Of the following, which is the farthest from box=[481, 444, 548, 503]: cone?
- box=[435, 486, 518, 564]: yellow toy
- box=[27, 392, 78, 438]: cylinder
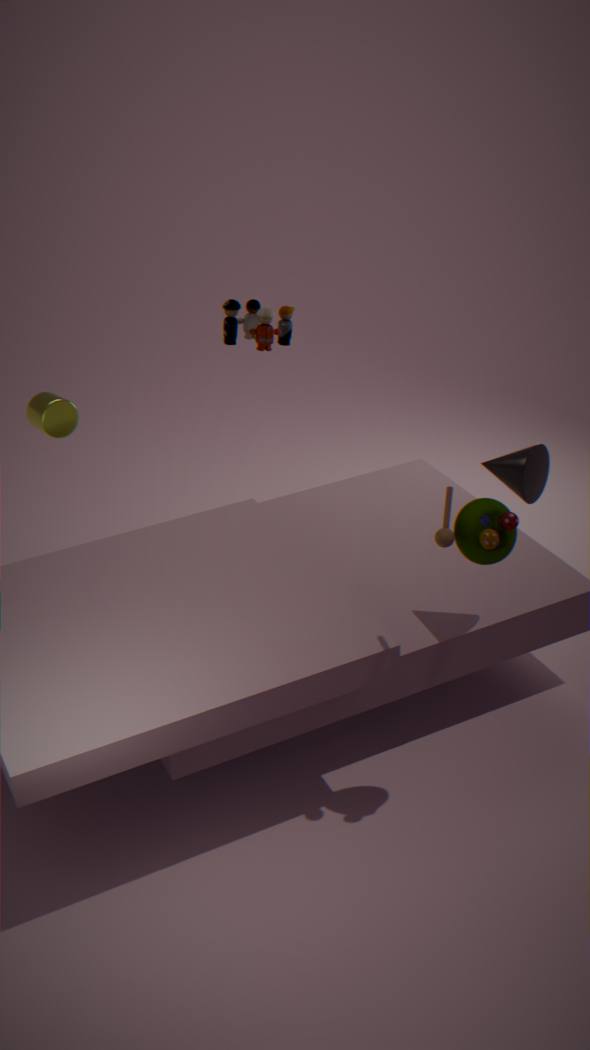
box=[27, 392, 78, 438]: cylinder
